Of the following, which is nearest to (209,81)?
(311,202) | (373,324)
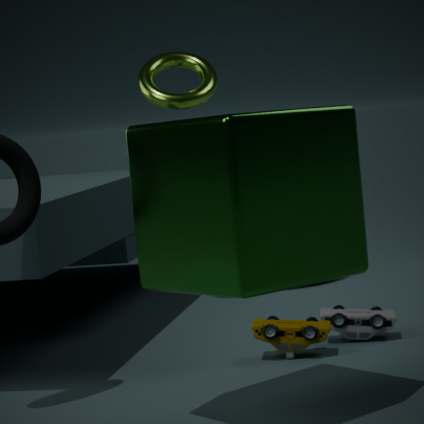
(373,324)
